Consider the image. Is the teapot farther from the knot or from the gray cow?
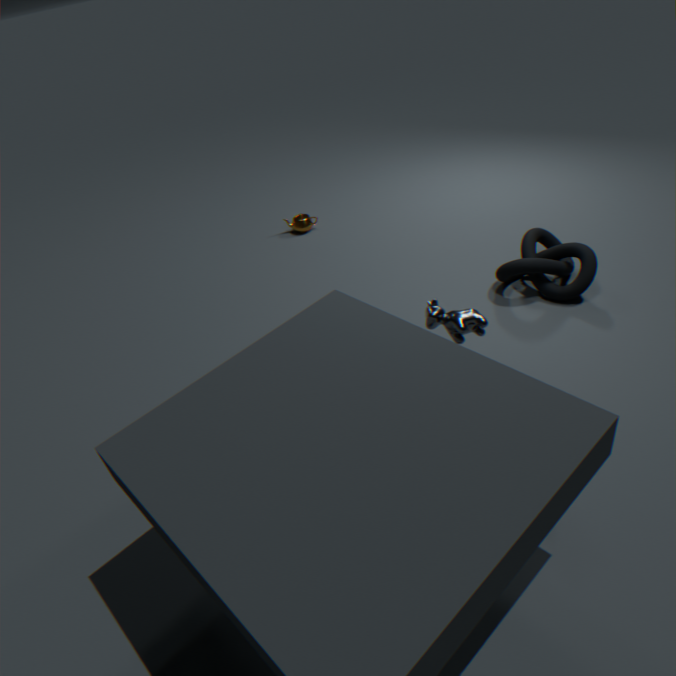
the gray cow
